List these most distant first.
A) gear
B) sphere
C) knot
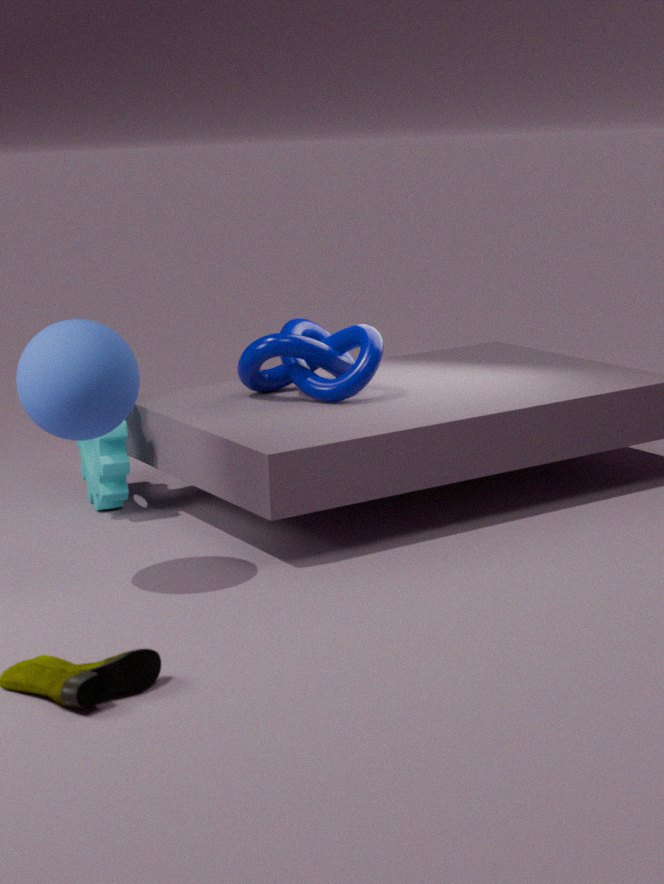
knot, gear, sphere
